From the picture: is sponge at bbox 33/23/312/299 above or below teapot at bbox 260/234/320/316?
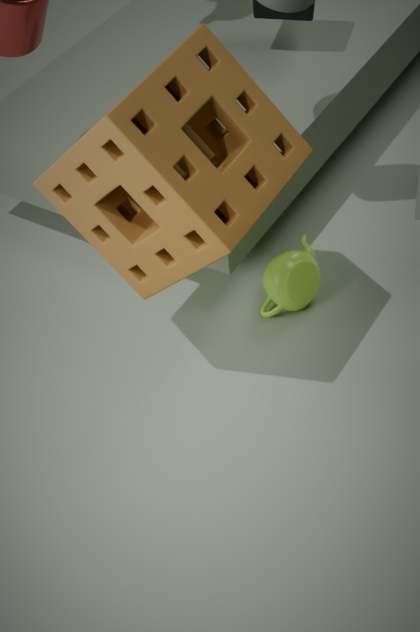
above
